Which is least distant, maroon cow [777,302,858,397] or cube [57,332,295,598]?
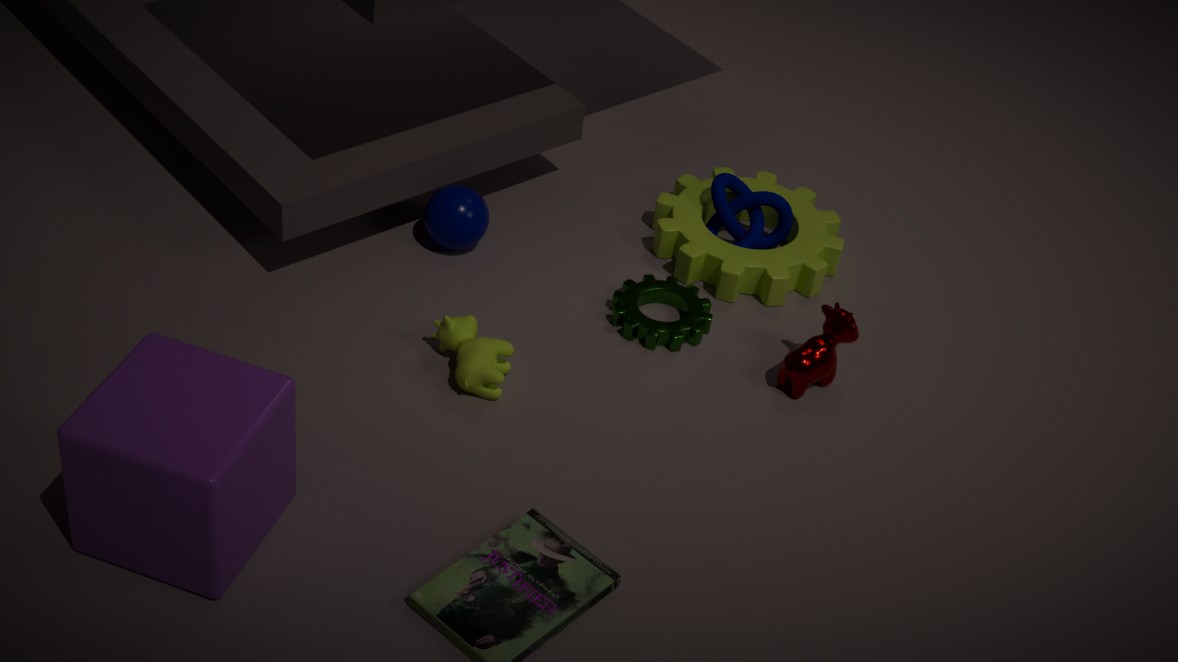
cube [57,332,295,598]
